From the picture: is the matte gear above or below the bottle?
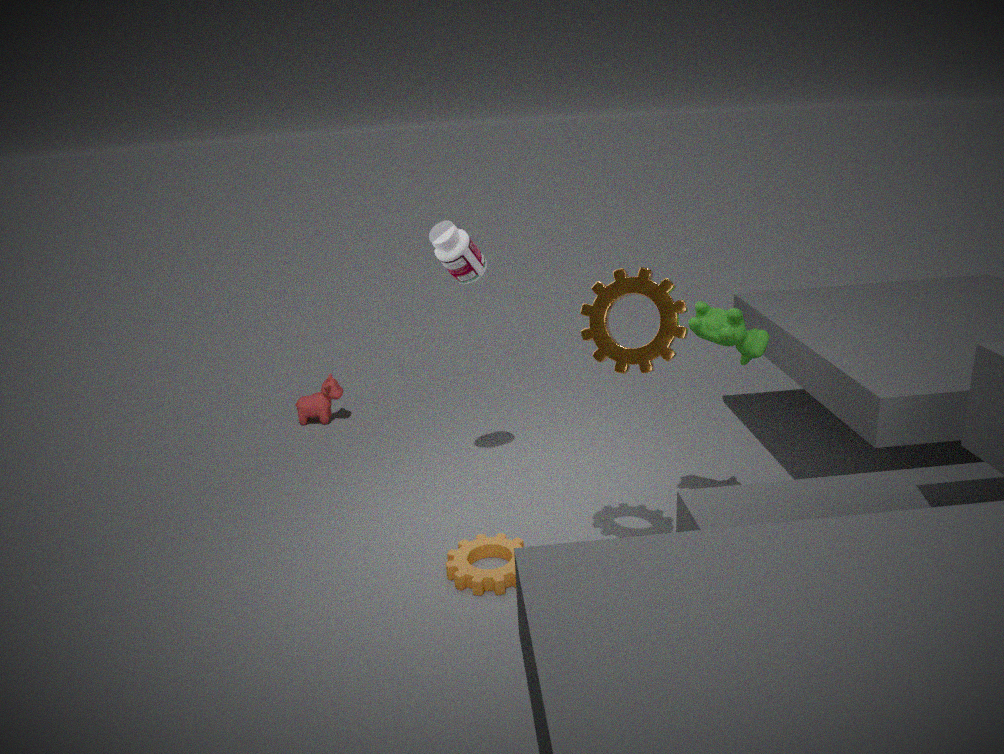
below
